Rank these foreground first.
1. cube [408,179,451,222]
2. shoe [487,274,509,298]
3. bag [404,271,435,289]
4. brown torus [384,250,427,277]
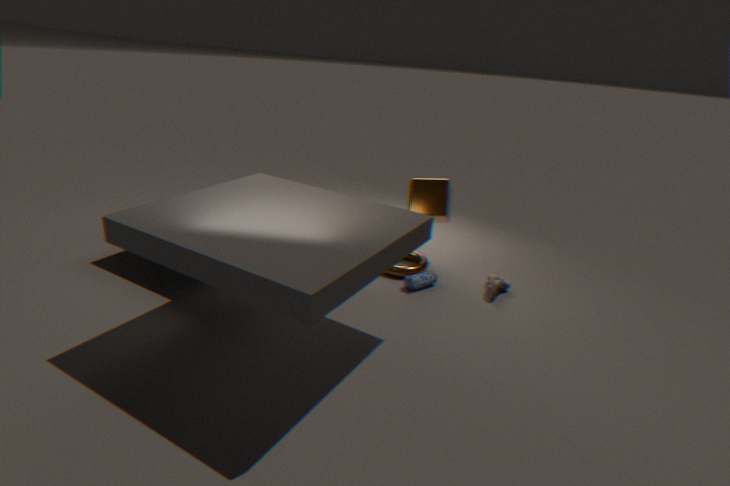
shoe [487,274,509,298] < bag [404,271,435,289] < brown torus [384,250,427,277] < cube [408,179,451,222]
